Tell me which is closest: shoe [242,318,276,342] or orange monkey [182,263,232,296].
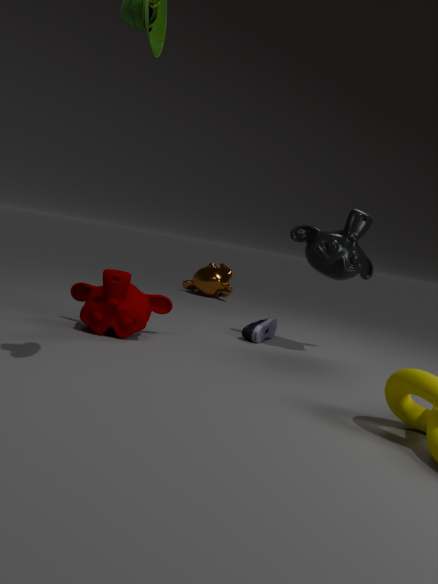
shoe [242,318,276,342]
